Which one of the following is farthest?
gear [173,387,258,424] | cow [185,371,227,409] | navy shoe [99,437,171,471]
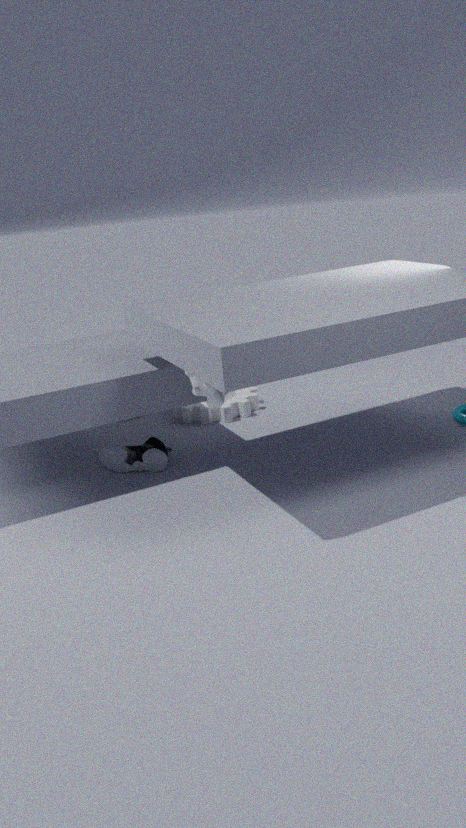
gear [173,387,258,424]
